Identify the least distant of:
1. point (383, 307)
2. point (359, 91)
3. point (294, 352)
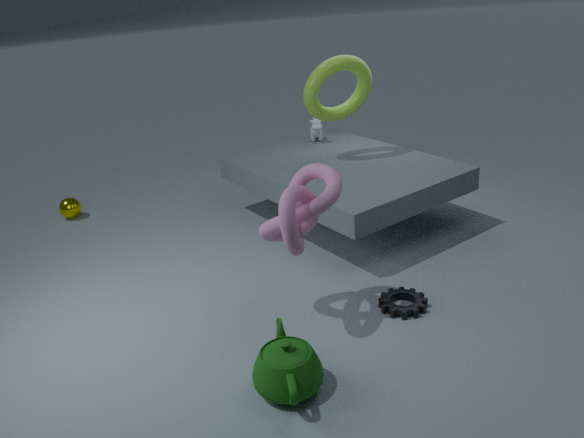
point (294, 352)
